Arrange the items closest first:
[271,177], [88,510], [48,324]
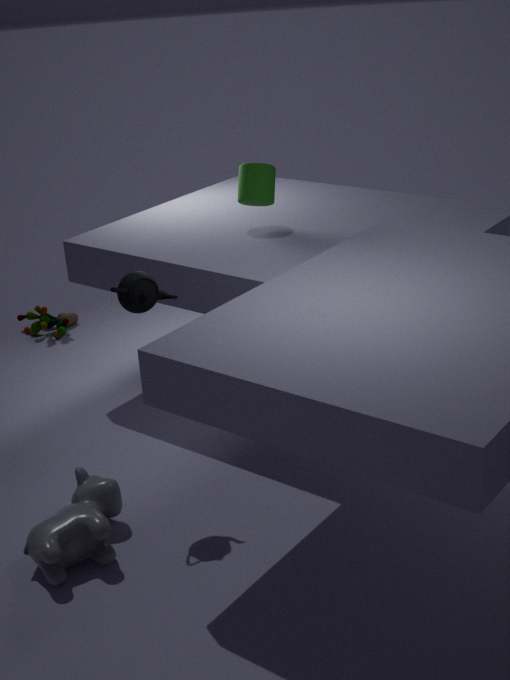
[88,510]
[271,177]
[48,324]
